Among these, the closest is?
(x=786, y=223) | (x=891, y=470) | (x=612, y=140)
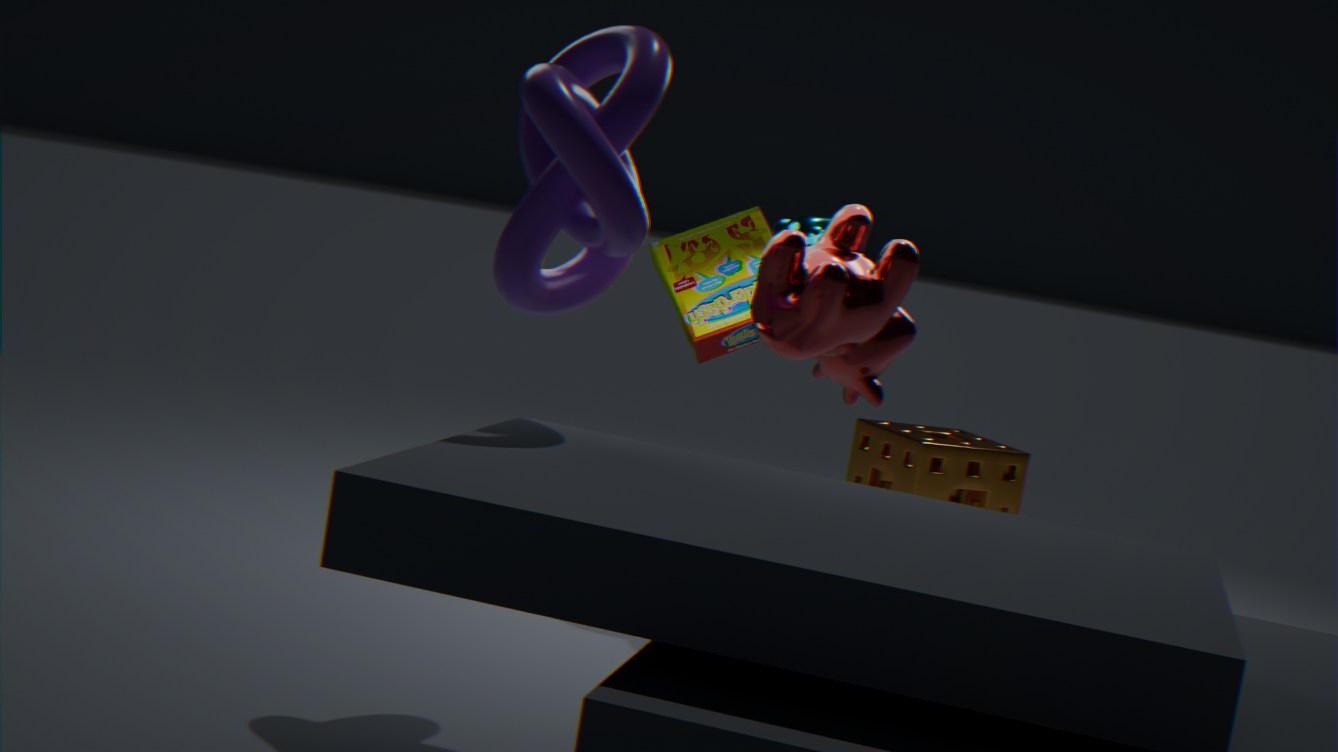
(x=612, y=140)
